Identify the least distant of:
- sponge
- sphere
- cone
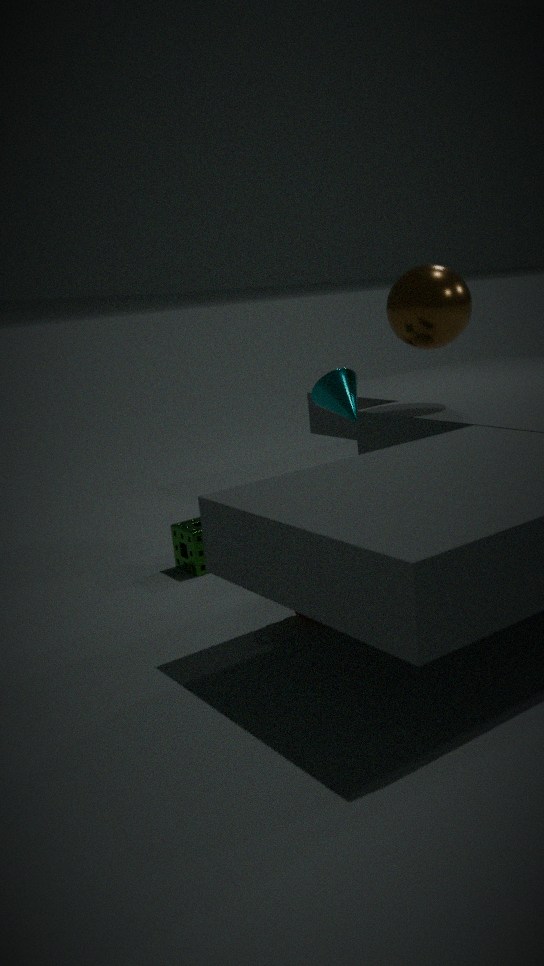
sponge
